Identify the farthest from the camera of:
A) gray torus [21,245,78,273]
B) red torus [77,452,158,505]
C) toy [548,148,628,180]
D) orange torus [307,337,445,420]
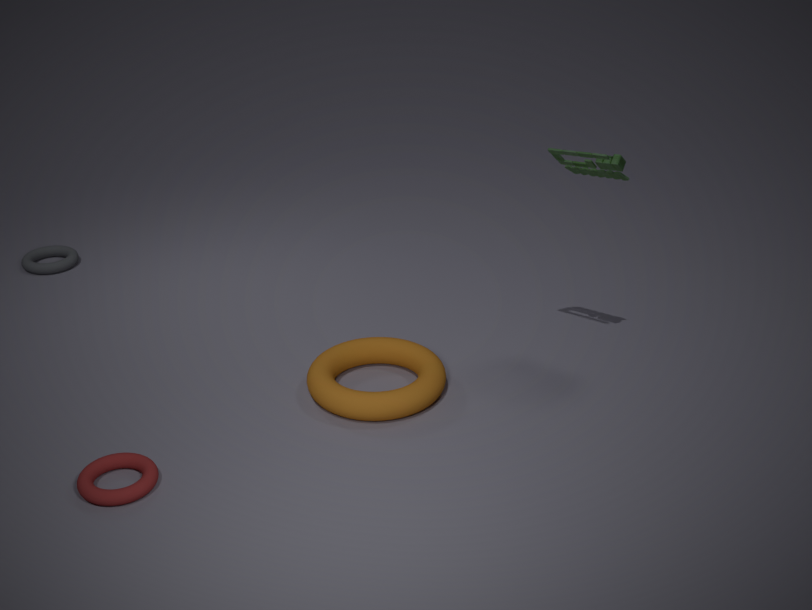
gray torus [21,245,78,273]
